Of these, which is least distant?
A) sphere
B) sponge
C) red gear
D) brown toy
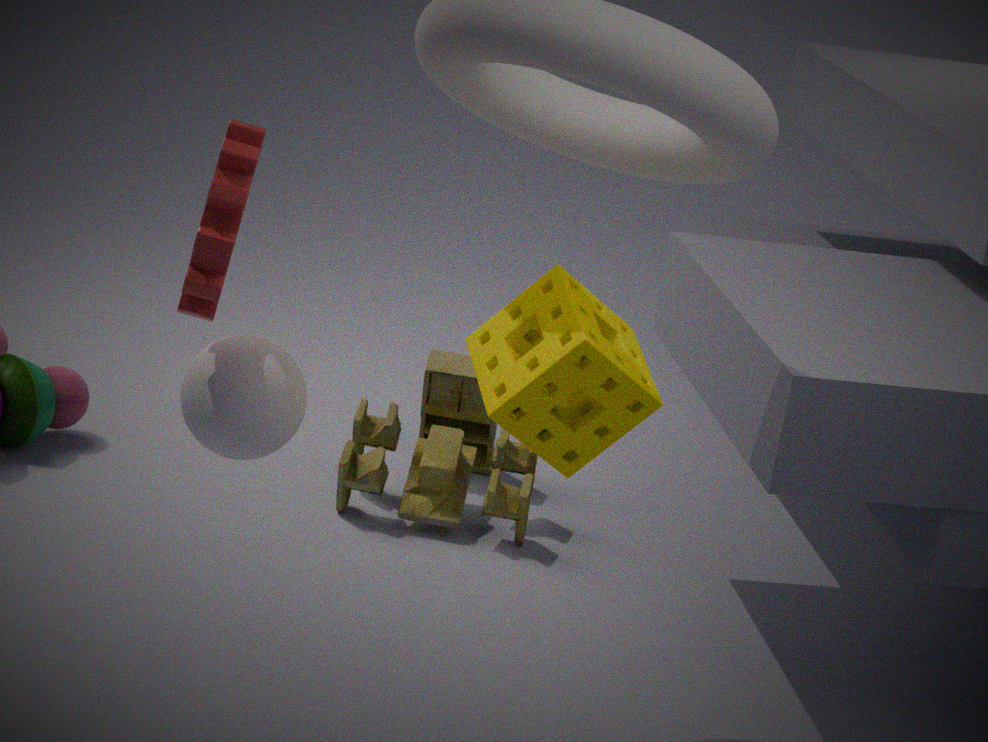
red gear
